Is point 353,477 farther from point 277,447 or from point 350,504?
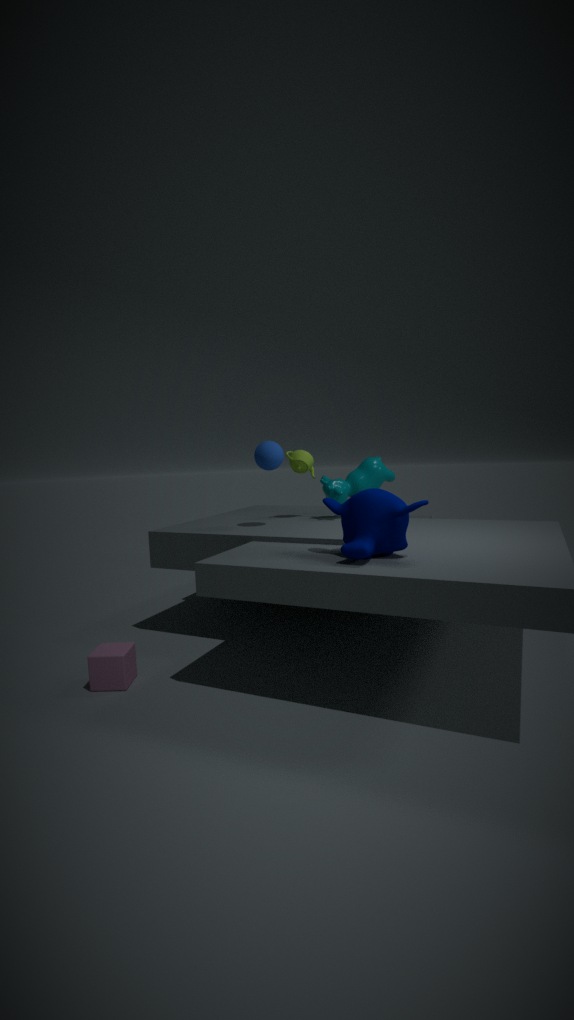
point 350,504
